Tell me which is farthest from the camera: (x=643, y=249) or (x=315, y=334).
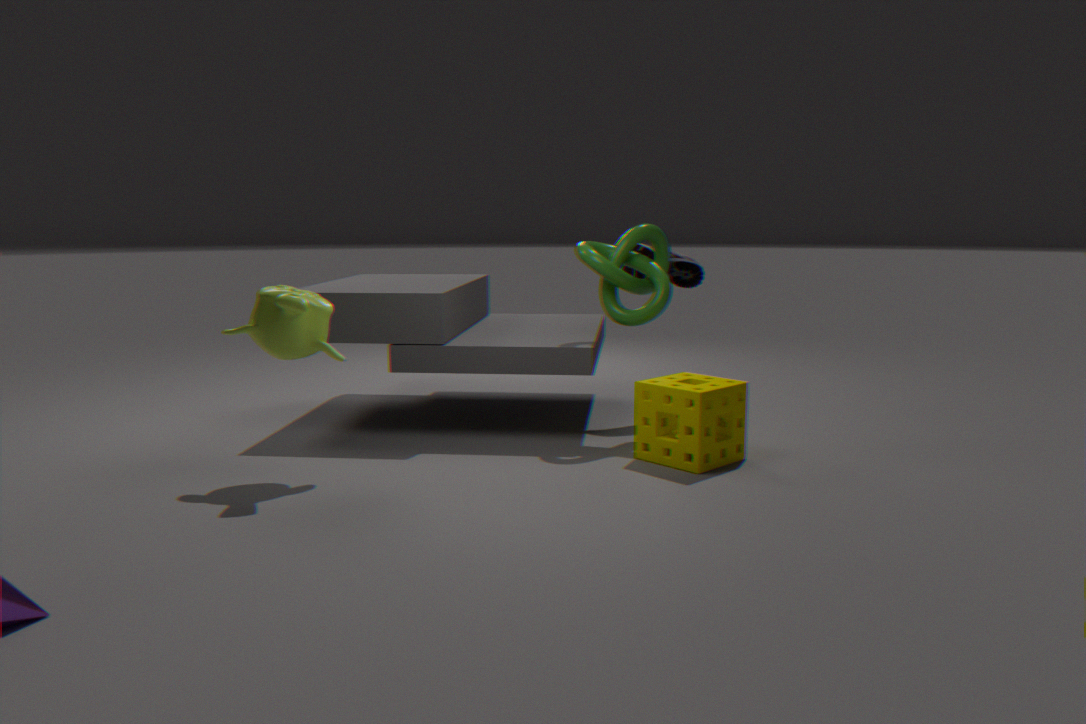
(x=643, y=249)
